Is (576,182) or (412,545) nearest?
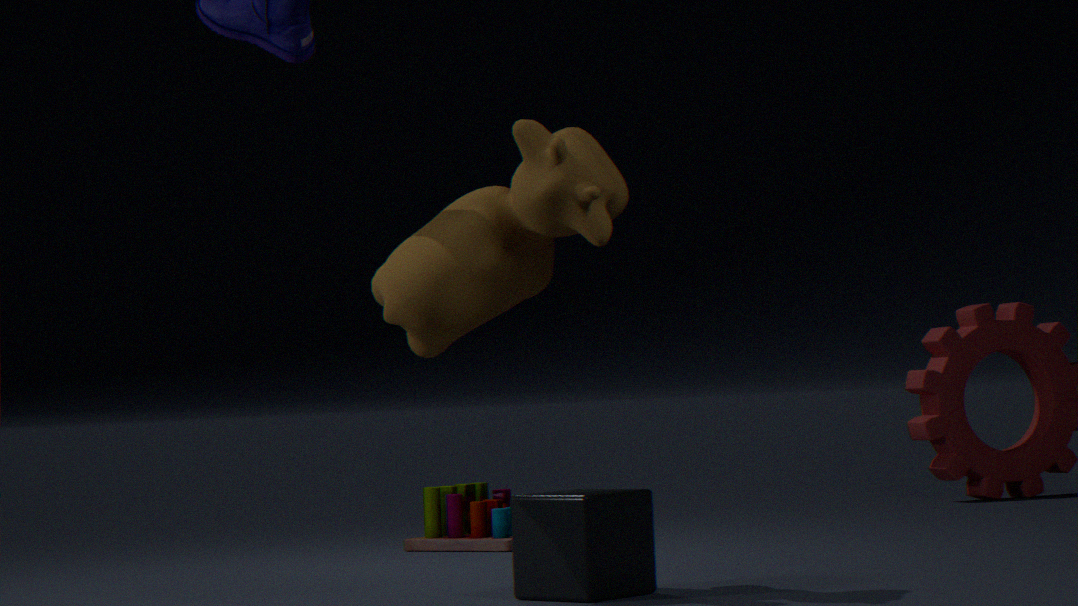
(576,182)
